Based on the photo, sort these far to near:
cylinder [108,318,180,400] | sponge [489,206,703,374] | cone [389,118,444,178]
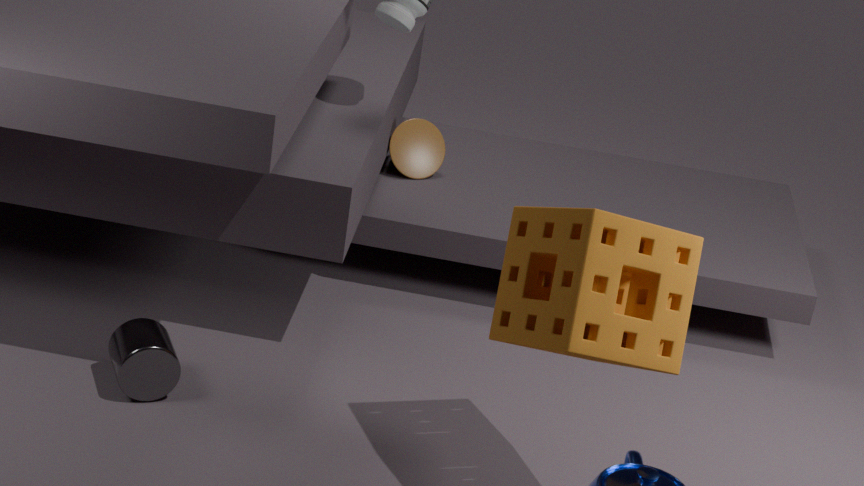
cone [389,118,444,178]
cylinder [108,318,180,400]
sponge [489,206,703,374]
